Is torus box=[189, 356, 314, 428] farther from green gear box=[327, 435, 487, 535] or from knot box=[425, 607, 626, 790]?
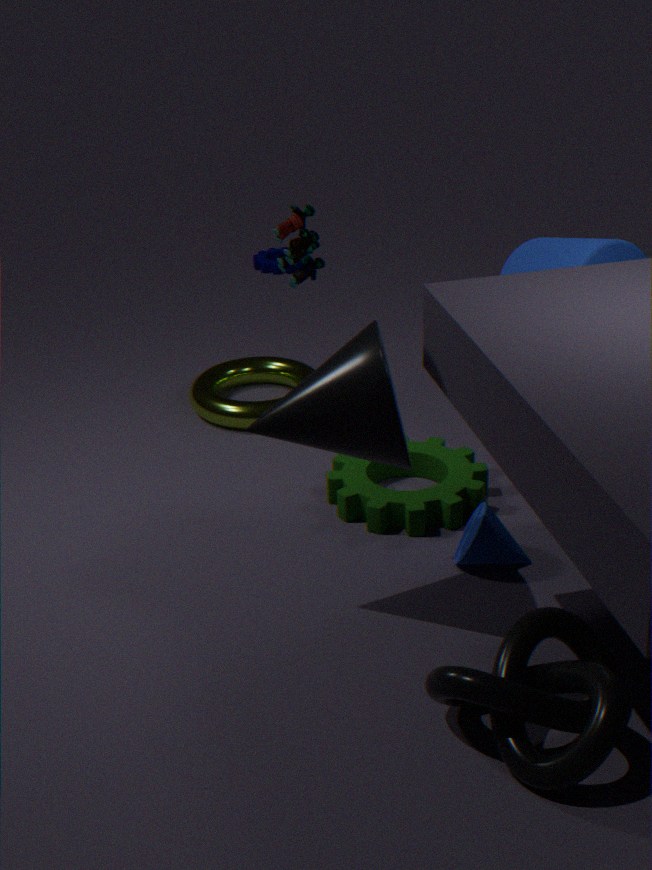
knot box=[425, 607, 626, 790]
